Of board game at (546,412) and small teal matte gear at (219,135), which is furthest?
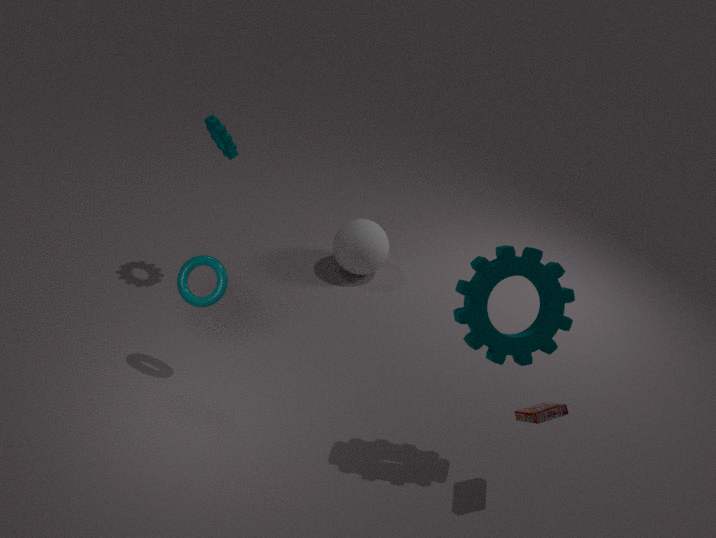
small teal matte gear at (219,135)
